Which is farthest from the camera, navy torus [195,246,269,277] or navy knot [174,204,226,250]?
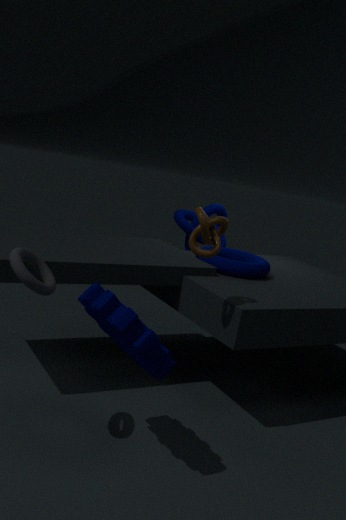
navy knot [174,204,226,250]
